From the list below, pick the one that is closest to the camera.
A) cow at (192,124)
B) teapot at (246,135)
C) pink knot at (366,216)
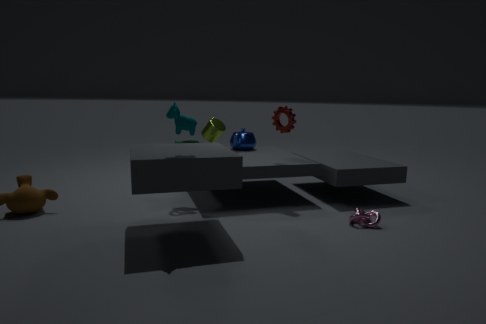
cow at (192,124)
